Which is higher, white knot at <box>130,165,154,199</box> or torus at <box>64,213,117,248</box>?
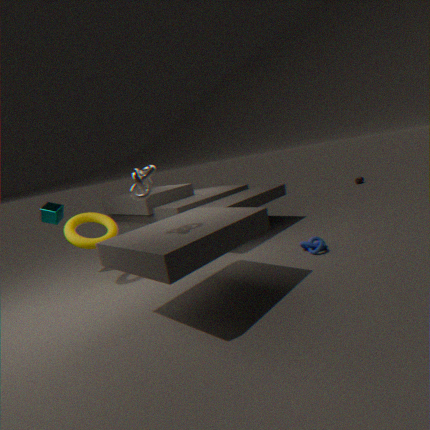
white knot at <box>130,165,154,199</box>
